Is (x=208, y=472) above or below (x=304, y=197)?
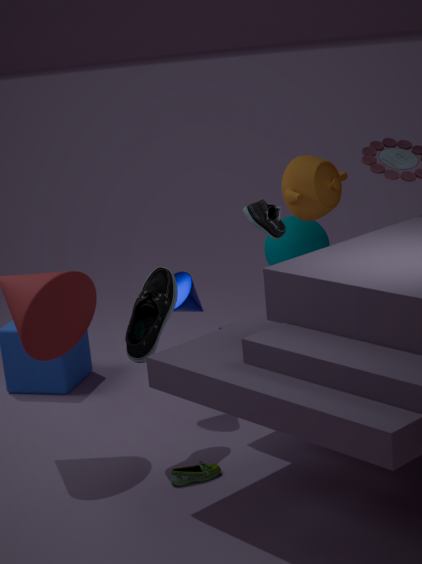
below
